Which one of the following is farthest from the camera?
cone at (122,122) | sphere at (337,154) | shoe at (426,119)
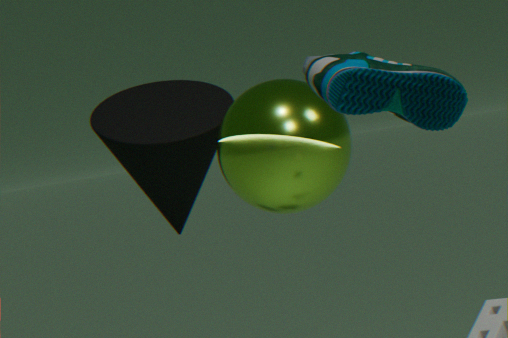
cone at (122,122)
